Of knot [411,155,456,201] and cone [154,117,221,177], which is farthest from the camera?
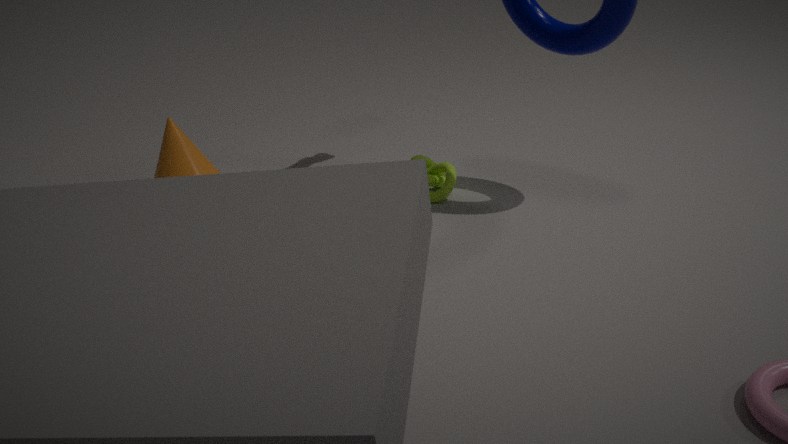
knot [411,155,456,201]
